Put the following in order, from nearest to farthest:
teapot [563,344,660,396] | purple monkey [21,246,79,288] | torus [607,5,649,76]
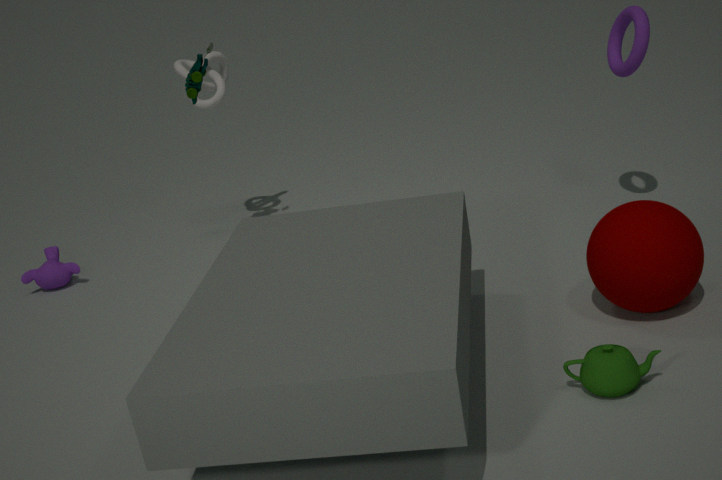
1. teapot [563,344,660,396]
2. torus [607,5,649,76]
3. purple monkey [21,246,79,288]
